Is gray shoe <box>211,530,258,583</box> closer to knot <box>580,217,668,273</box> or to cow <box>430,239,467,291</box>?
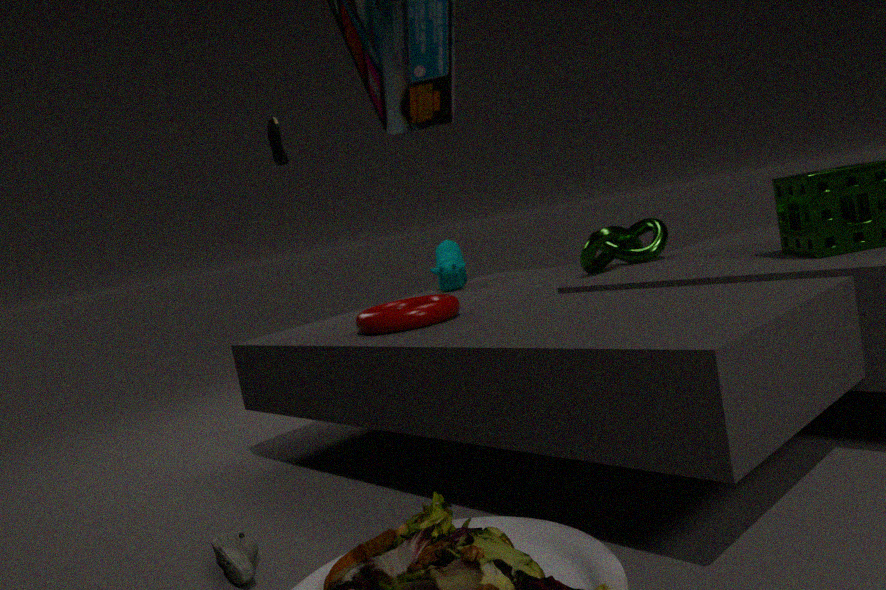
cow <box>430,239,467,291</box>
